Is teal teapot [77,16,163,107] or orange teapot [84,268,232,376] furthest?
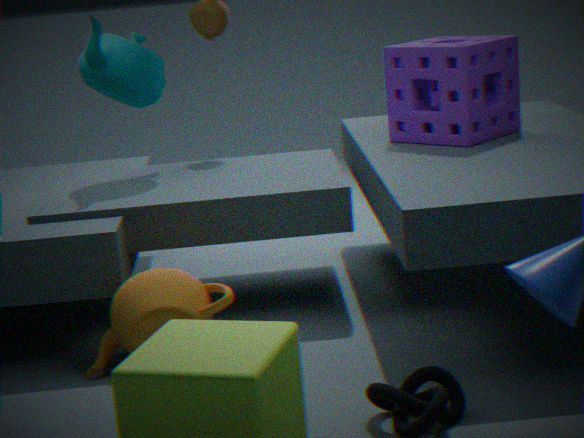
teal teapot [77,16,163,107]
